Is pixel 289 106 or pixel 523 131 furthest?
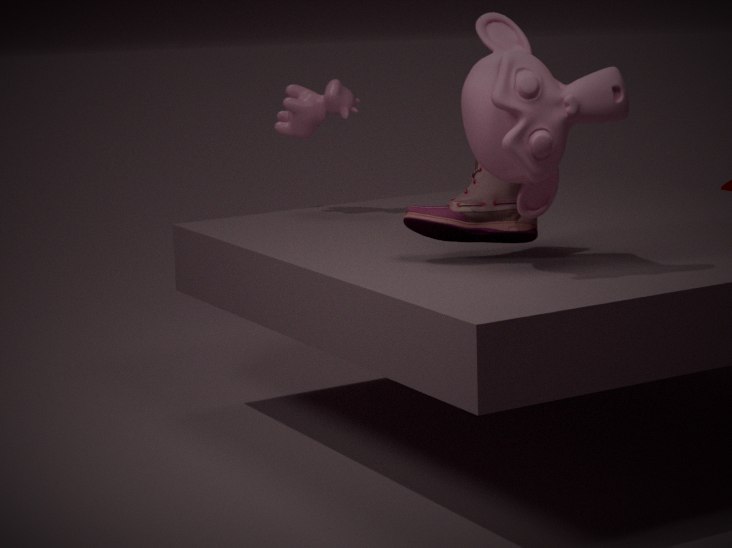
pixel 289 106
